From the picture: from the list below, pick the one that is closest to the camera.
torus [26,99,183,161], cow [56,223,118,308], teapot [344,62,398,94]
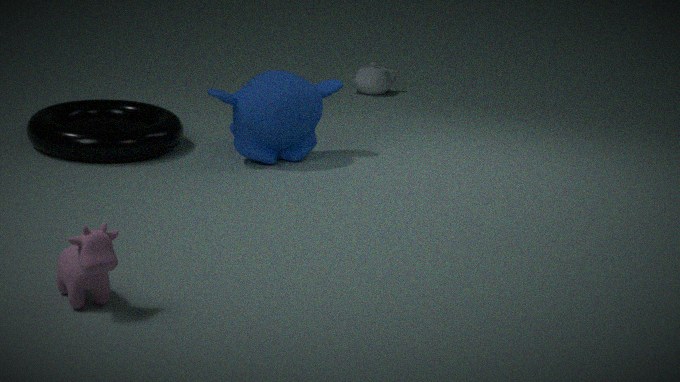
cow [56,223,118,308]
